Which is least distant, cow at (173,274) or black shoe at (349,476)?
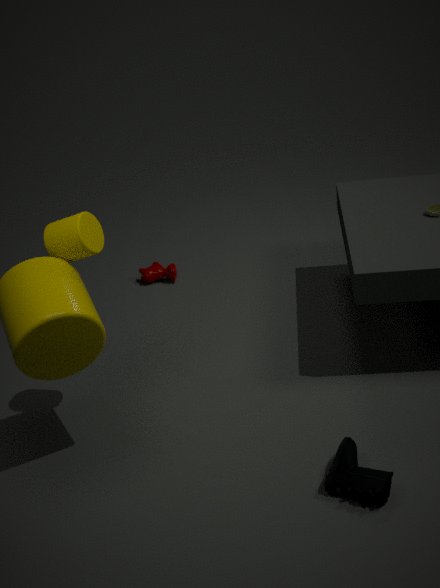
black shoe at (349,476)
